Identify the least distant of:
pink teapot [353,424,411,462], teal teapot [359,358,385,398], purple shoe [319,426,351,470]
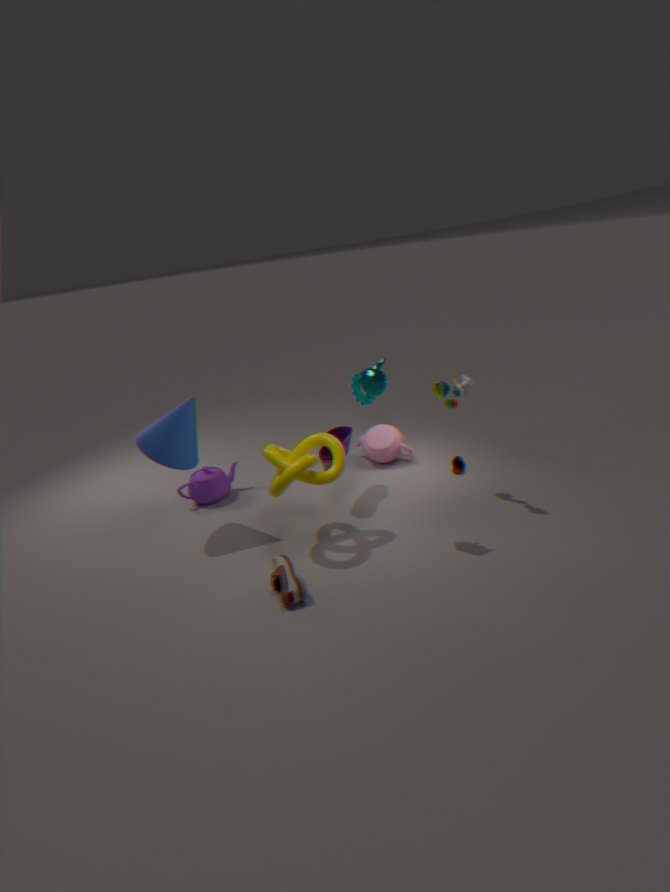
teal teapot [359,358,385,398]
